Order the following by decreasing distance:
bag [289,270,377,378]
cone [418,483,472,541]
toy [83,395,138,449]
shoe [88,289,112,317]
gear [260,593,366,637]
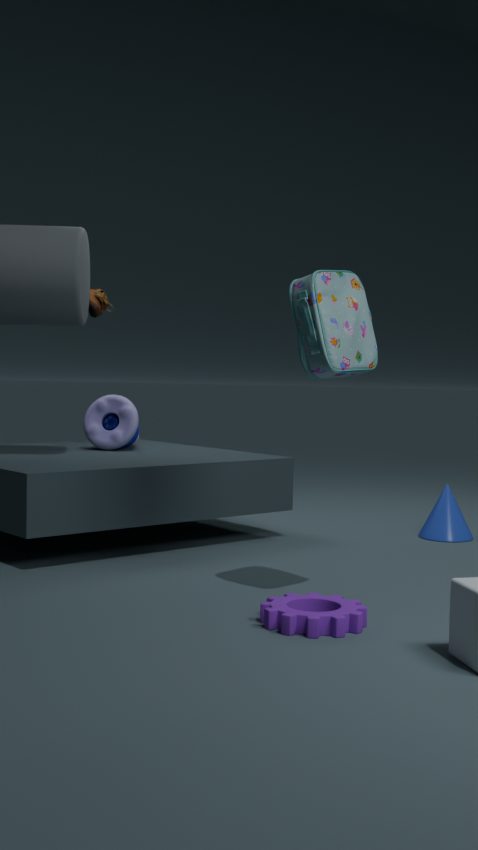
shoe [88,289,112,317]
toy [83,395,138,449]
cone [418,483,472,541]
bag [289,270,377,378]
gear [260,593,366,637]
